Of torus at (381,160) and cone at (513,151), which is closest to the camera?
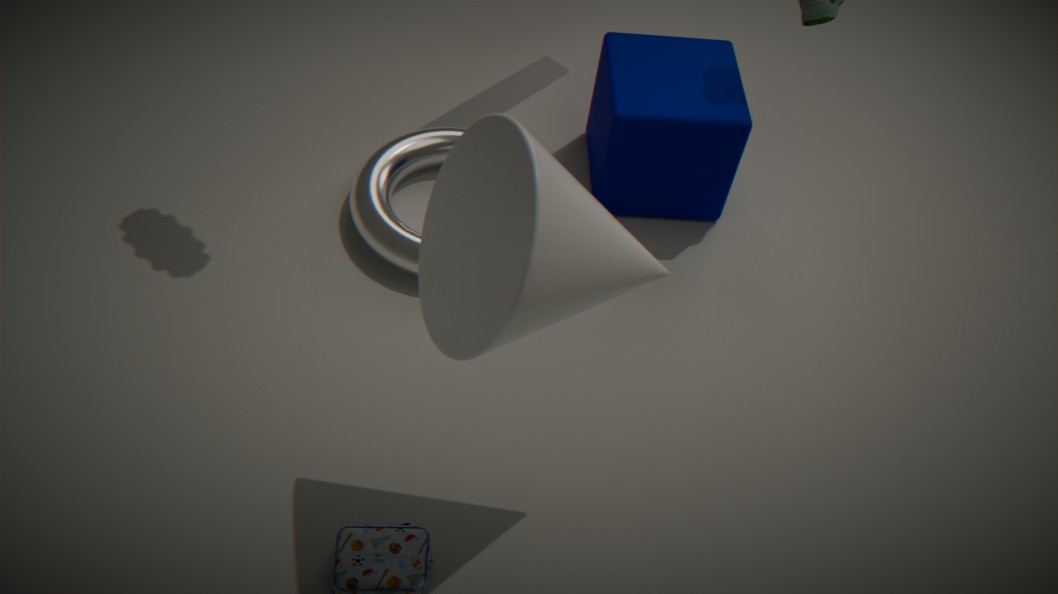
cone at (513,151)
